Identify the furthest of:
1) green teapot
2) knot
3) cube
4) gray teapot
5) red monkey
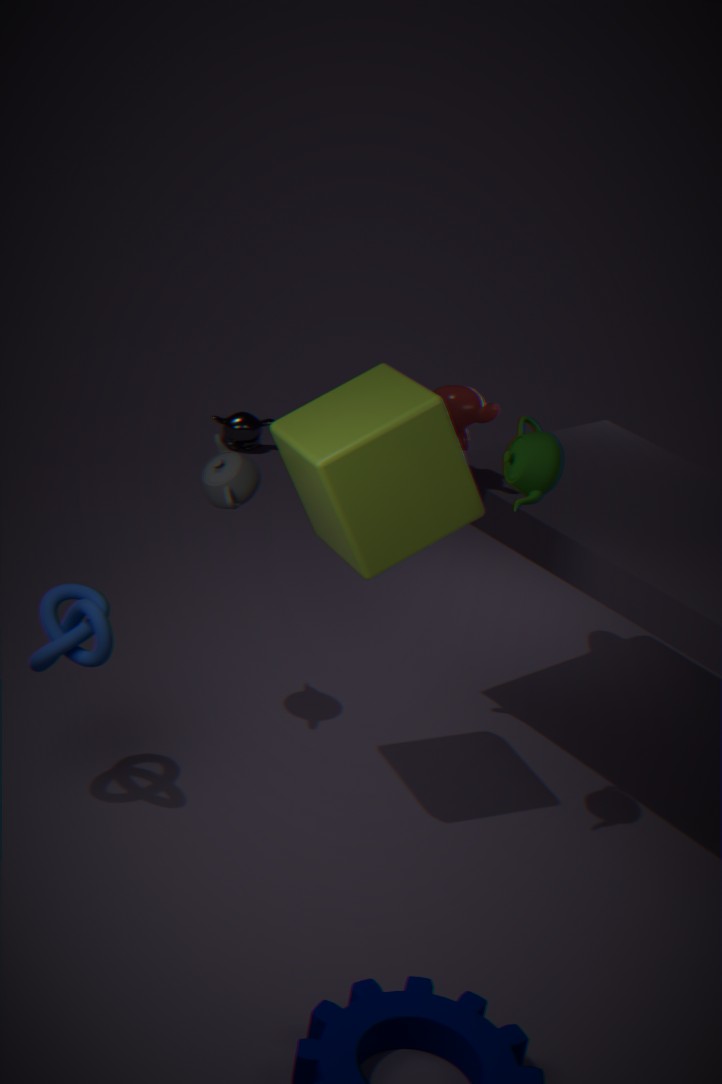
4. gray teapot
